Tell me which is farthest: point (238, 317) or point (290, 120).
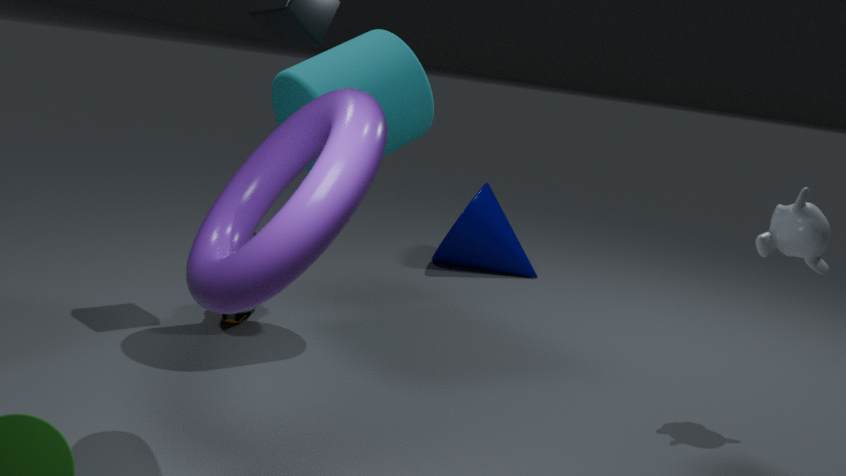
point (238, 317)
